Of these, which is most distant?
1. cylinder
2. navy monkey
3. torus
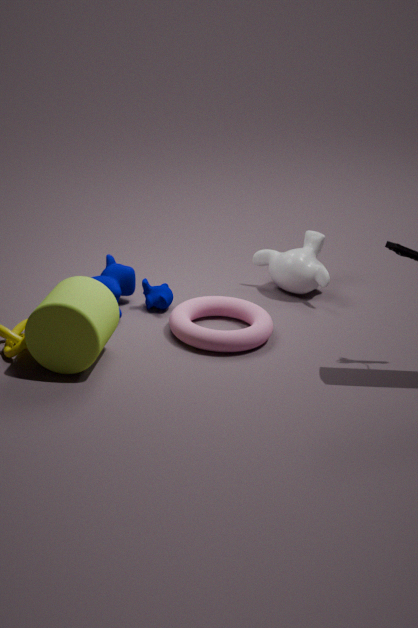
navy monkey
